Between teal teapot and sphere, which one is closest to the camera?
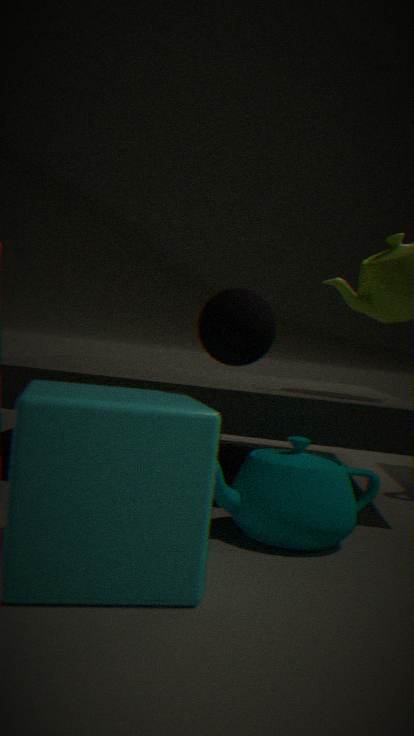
sphere
